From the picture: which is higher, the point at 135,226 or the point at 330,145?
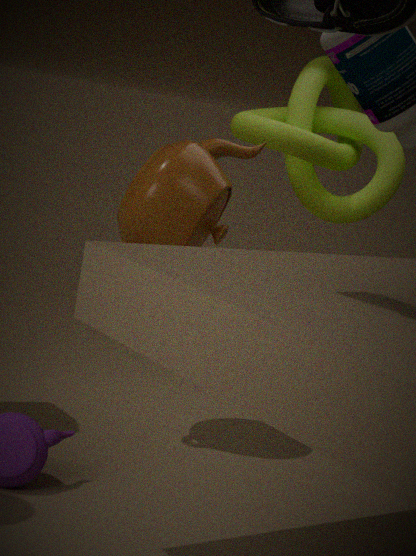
the point at 330,145
